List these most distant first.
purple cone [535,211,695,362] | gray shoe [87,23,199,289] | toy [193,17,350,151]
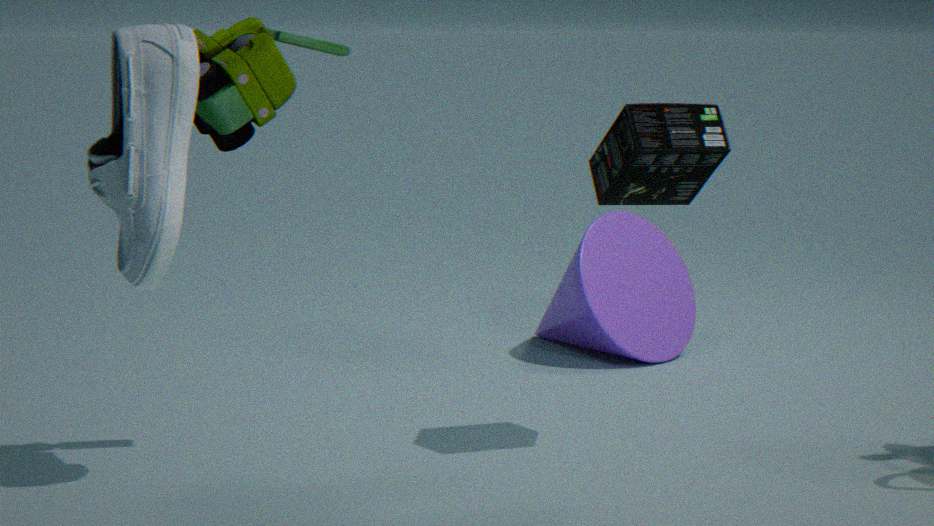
1. purple cone [535,211,695,362]
2. toy [193,17,350,151]
3. gray shoe [87,23,199,289]
